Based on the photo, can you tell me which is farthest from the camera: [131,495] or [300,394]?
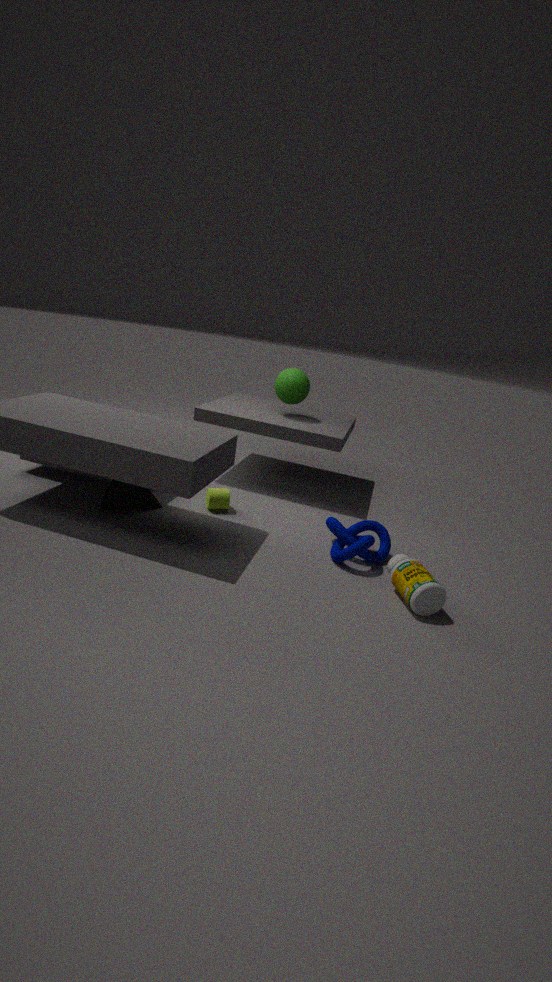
[300,394]
